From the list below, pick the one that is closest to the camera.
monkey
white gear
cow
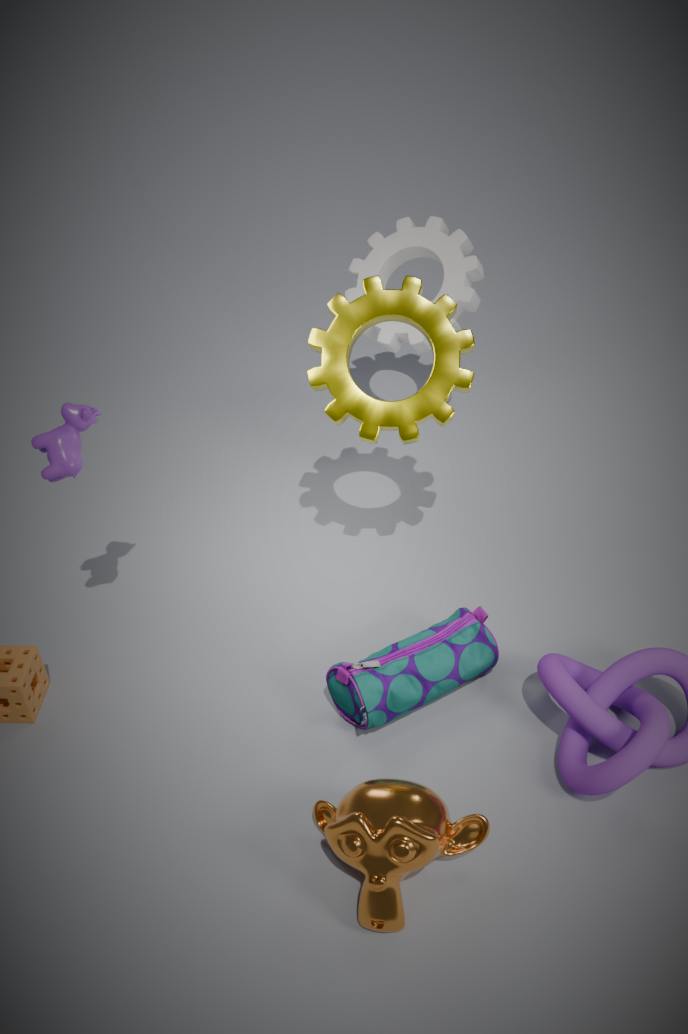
monkey
